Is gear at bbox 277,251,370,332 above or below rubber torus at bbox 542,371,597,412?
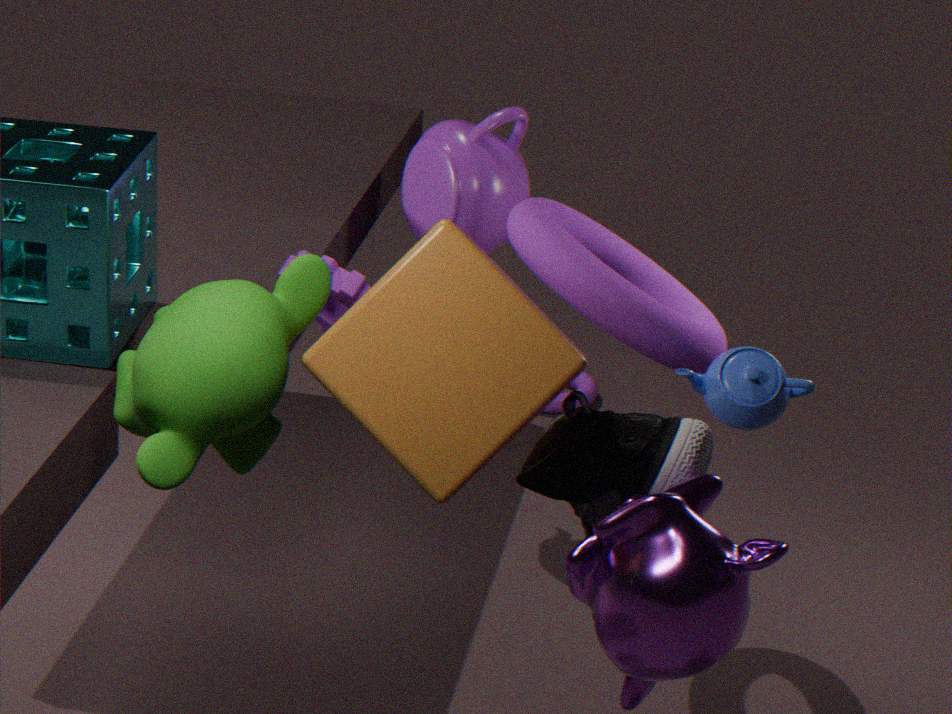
above
